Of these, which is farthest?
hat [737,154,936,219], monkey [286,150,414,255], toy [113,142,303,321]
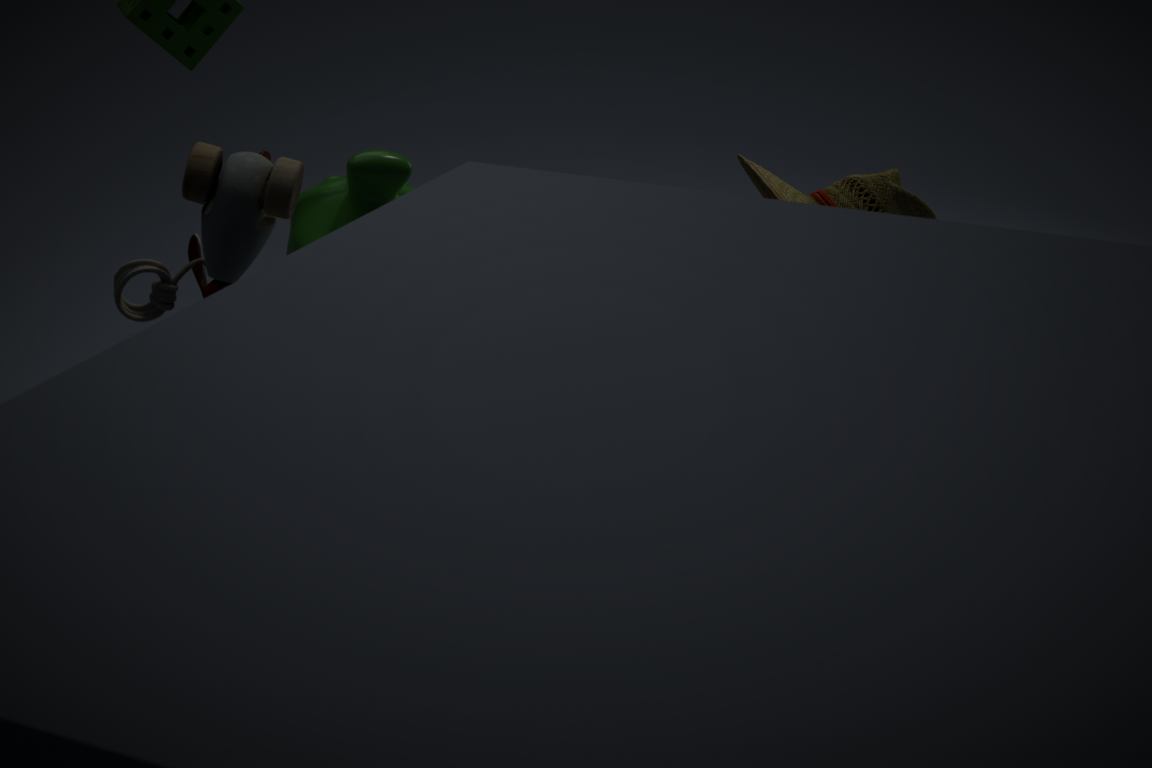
monkey [286,150,414,255]
